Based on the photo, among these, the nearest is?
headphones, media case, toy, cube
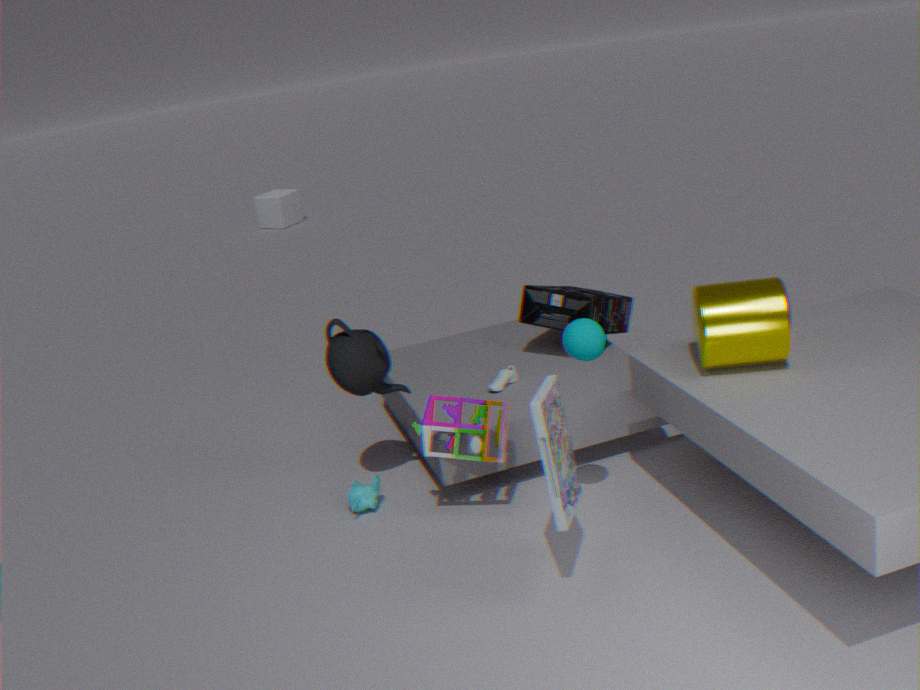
media case
